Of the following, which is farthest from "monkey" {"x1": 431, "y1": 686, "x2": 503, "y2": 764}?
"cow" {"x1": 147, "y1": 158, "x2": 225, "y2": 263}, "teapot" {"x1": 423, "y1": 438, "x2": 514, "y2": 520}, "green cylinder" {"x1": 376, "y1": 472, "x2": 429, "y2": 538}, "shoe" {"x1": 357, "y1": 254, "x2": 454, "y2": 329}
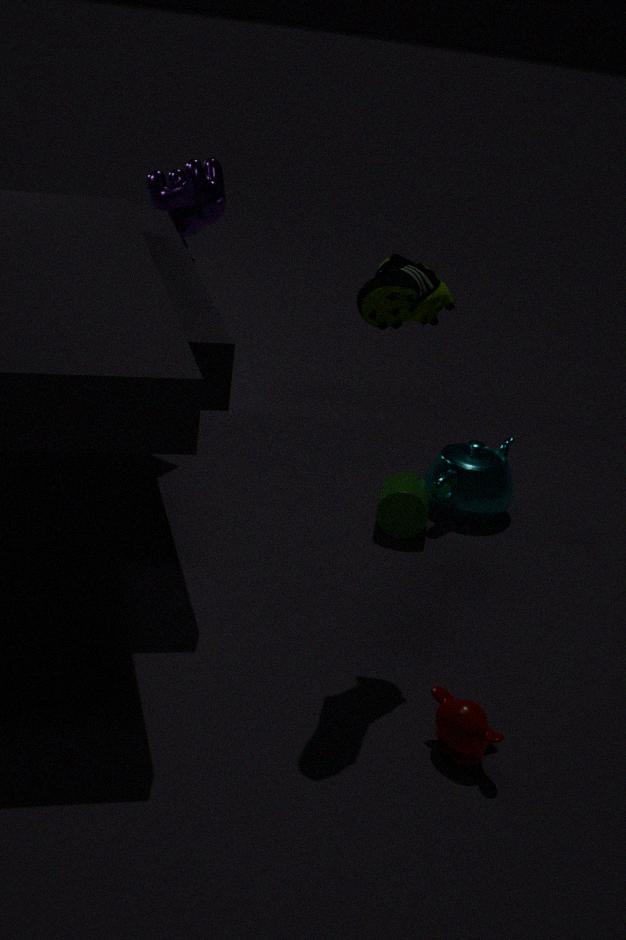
"cow" {"x1": 147, "y1": 158, "x2": 225, "y2": 263}
